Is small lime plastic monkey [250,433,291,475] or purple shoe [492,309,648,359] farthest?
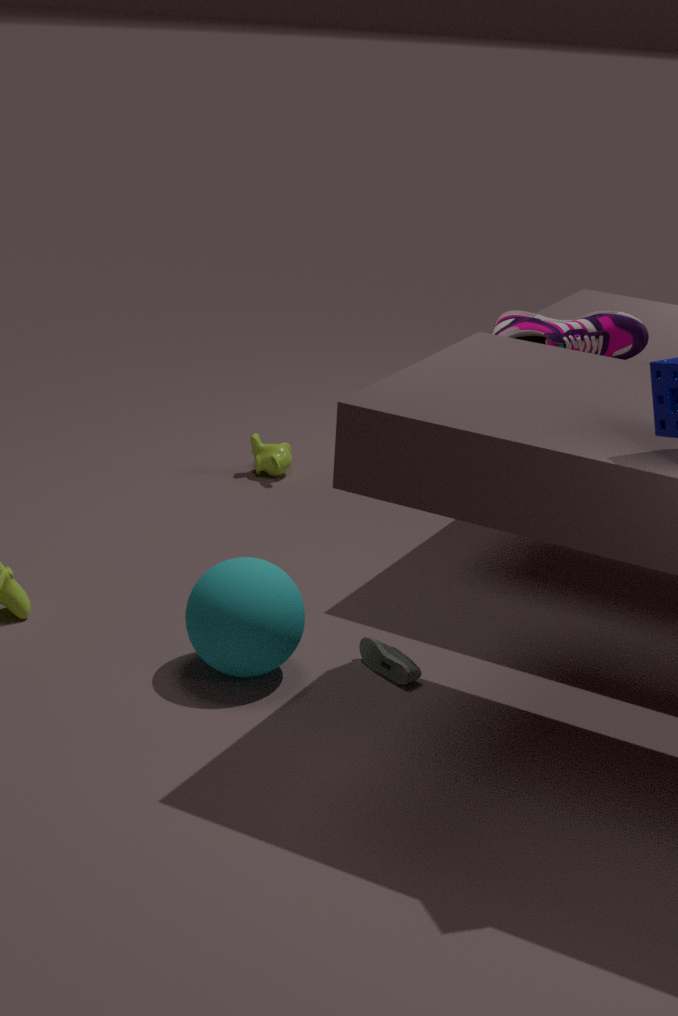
small lime plastic monkey [250,433,291,475]
